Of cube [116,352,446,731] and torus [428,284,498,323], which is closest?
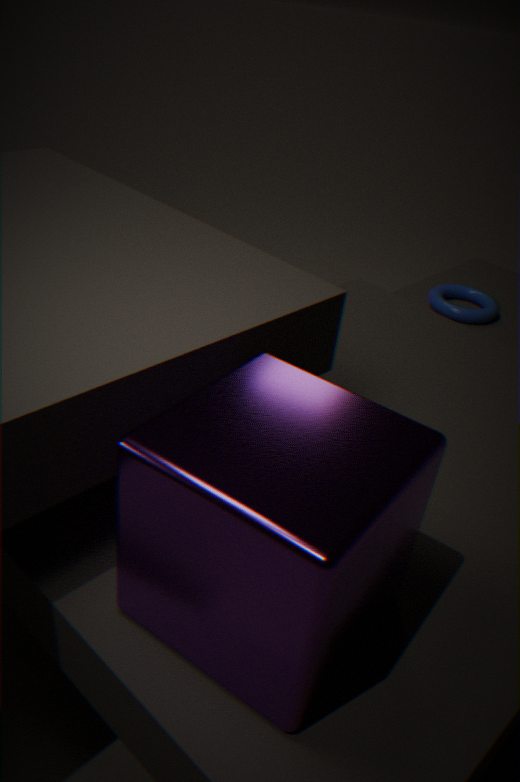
cube [116,352,446,731]
